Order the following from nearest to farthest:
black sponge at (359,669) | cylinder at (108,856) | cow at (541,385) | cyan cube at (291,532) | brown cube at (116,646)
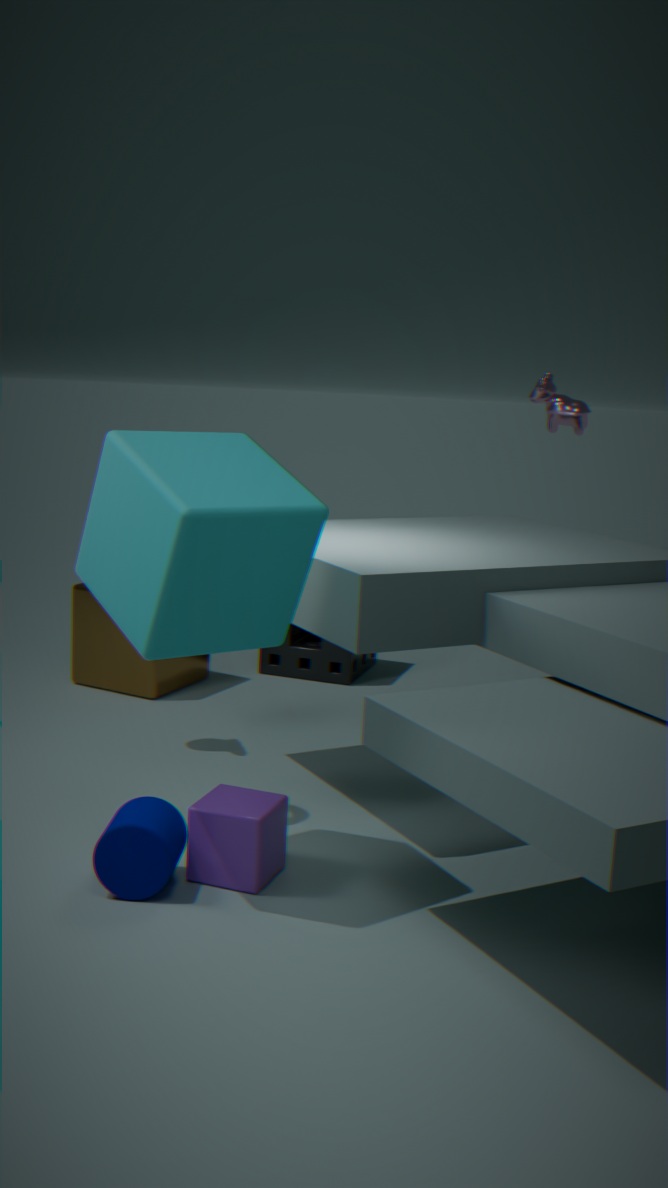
cyan cube at (291,532)
cylinder at (108,856)
brown cube at (116,646)
cow at (541,385)
black sponge at (359,669)
